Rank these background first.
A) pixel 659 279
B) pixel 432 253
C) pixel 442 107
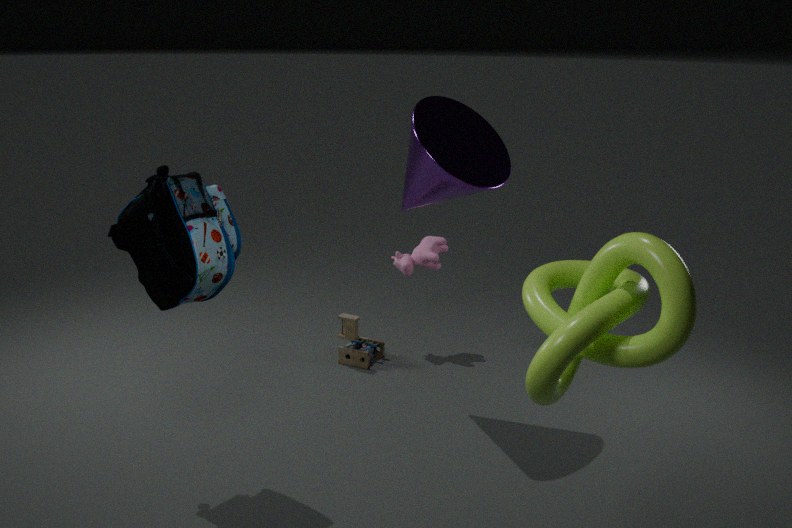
pixel 432 253, pixel 442 107, pixel 659 279
